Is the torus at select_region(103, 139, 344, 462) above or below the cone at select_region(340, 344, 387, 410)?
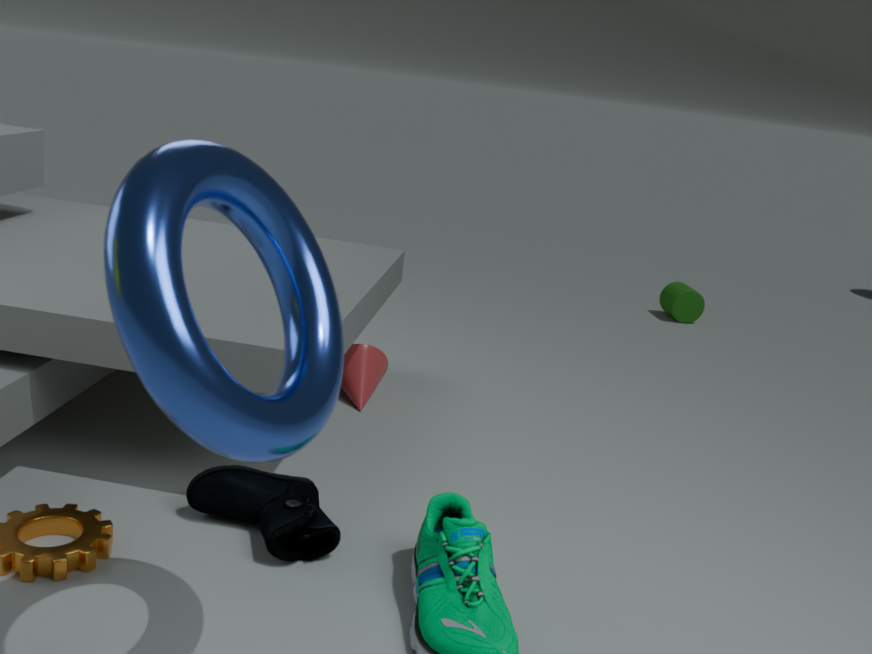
above
